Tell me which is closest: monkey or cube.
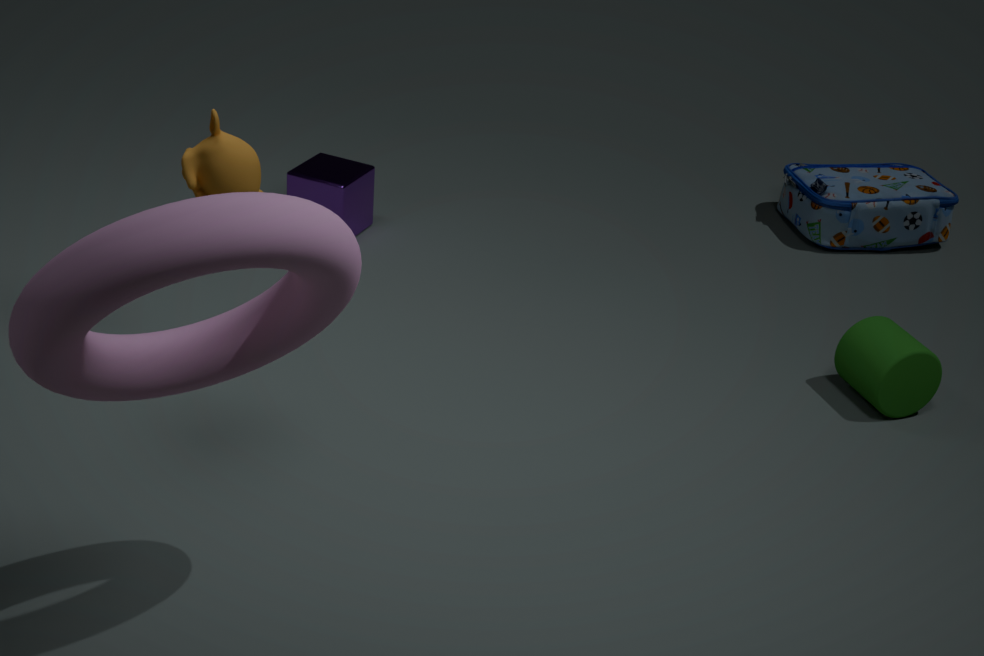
monkey
